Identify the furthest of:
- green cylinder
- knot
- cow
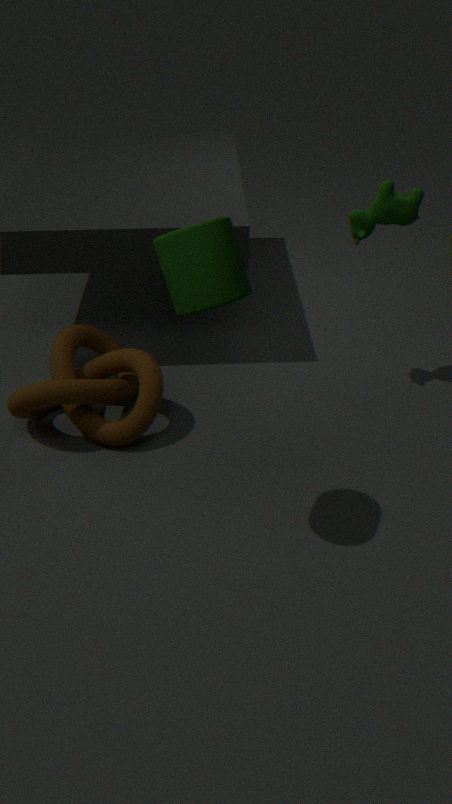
cow
